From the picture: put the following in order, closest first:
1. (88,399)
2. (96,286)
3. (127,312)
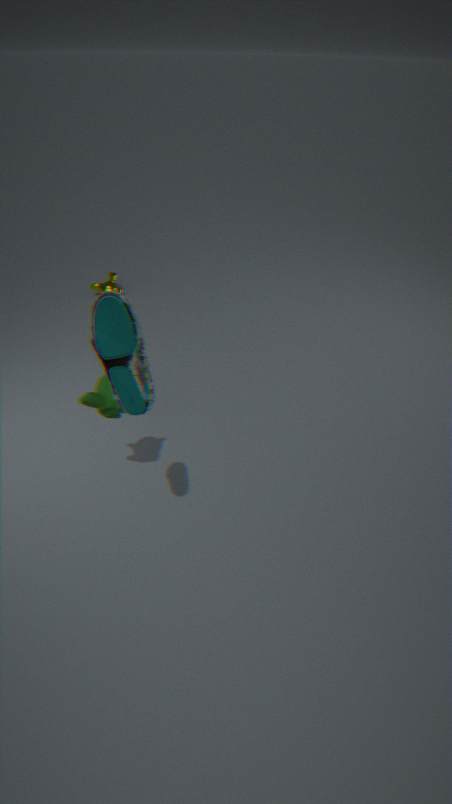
(127,312), (88,399), (96,286)
